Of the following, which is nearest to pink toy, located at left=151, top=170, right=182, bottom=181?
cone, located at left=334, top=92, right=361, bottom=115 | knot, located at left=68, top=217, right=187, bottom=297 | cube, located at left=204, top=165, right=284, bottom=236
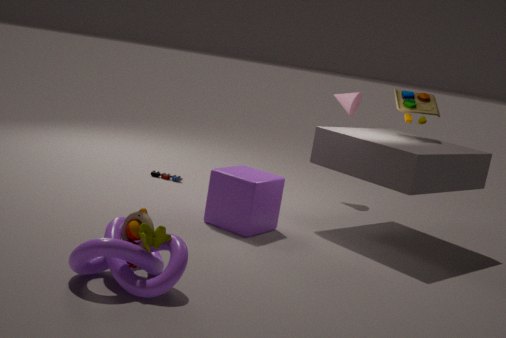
cube, located at left=204, top=165, right=284, bottom=236
